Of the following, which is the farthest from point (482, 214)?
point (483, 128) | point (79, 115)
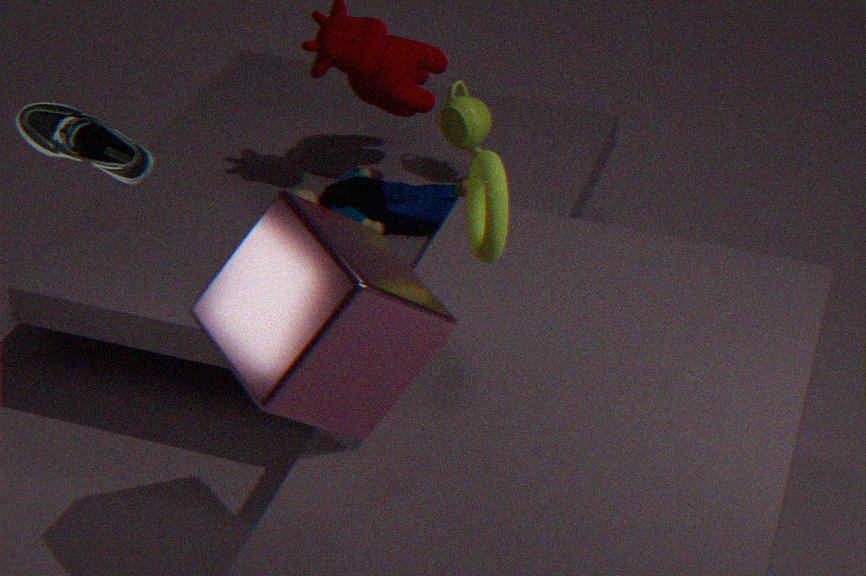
point (483, 128)
